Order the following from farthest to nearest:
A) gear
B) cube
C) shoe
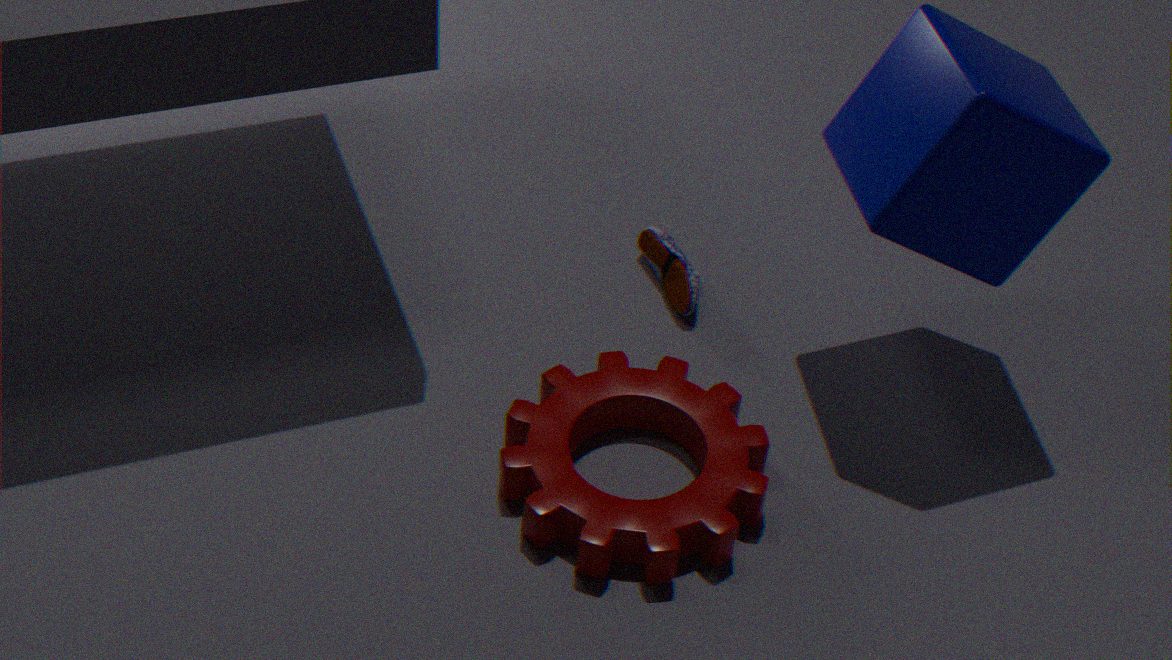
shoe < gear < cube
